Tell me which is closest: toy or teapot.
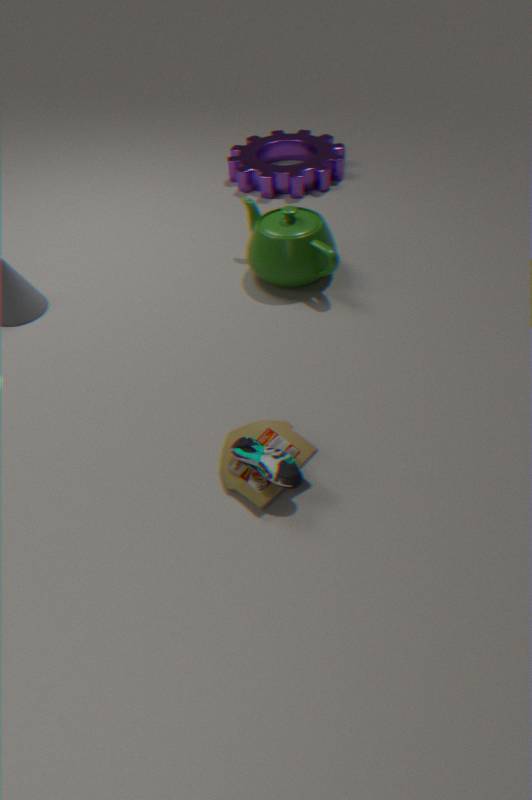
toy
